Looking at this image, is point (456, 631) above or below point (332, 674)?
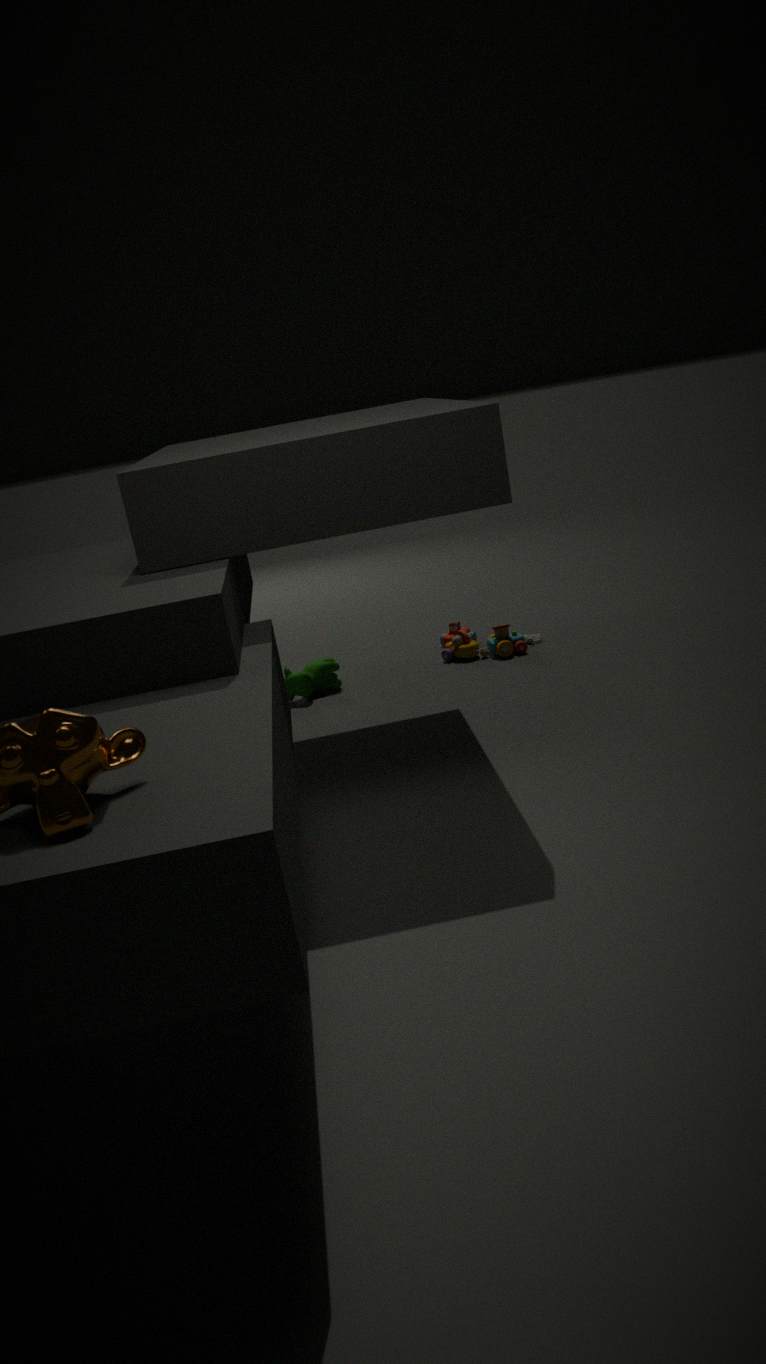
below
